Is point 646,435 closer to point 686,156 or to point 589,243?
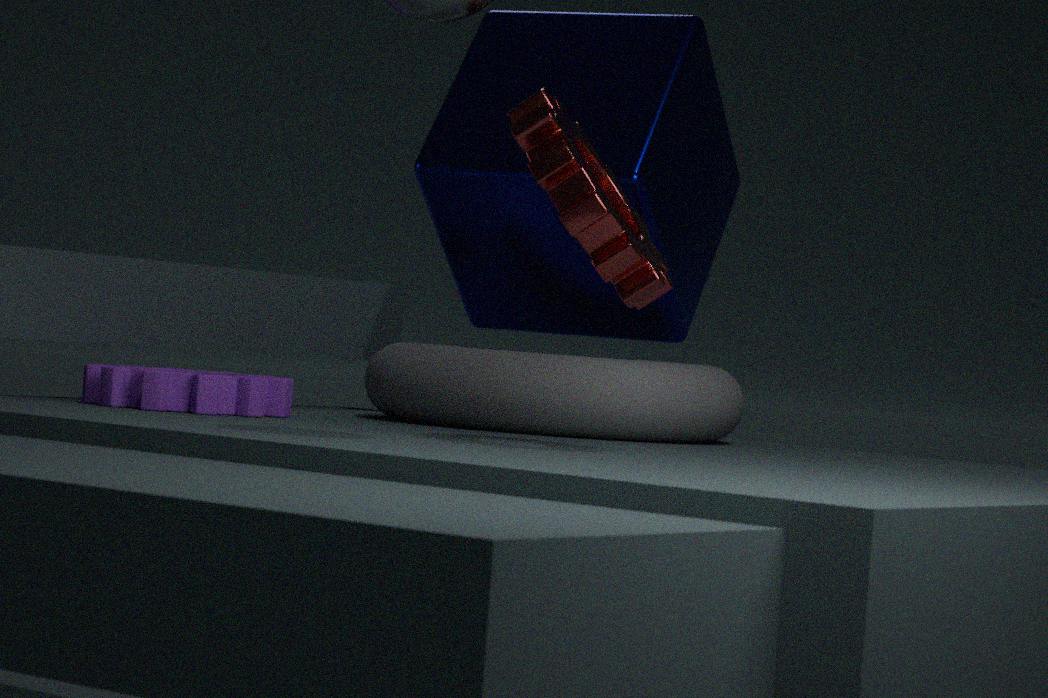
point 686,156
